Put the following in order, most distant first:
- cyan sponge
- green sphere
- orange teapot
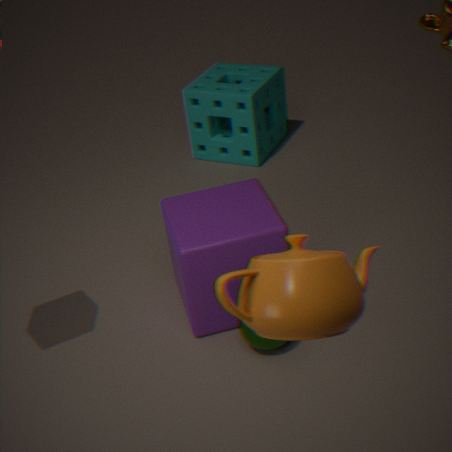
cyan sponge → green sphere → orange teapot
